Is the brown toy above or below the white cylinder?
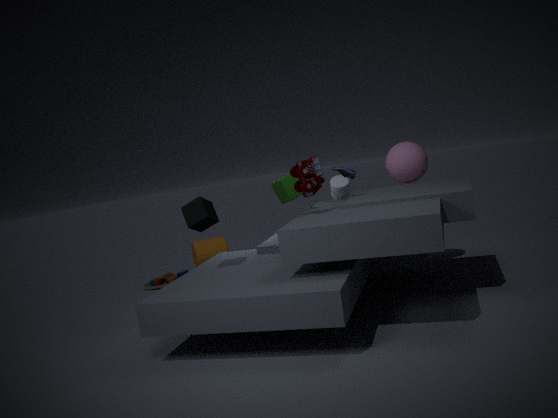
below
